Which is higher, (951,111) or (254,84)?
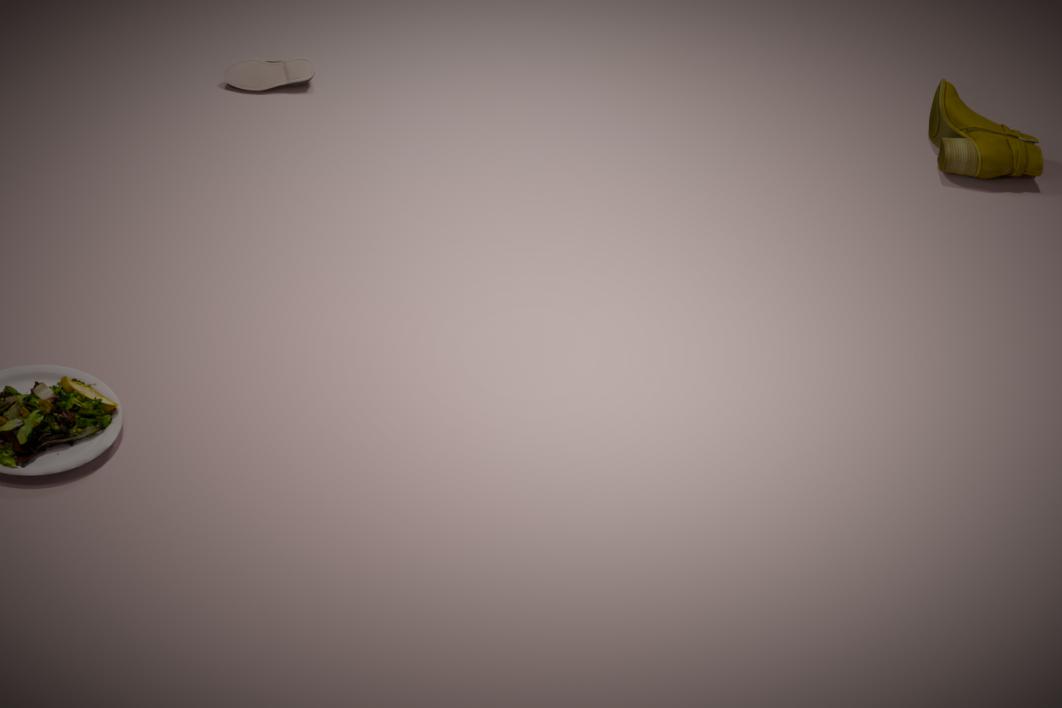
(951,111)
